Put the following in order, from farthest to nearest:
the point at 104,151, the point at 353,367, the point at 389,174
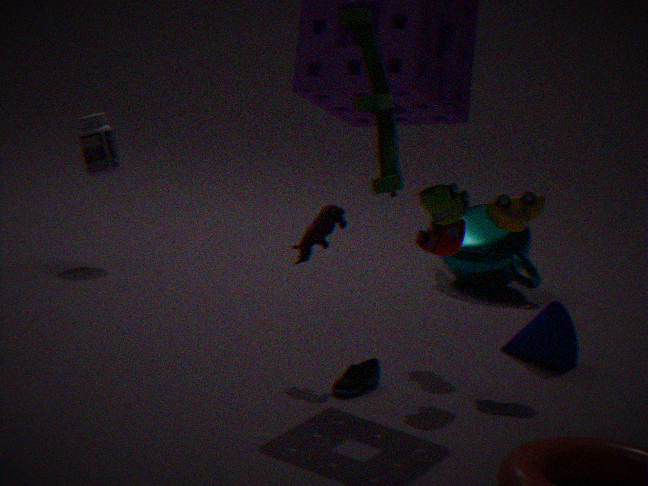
the point at 104,151 → the point at 353,367 → the point at 389,174
